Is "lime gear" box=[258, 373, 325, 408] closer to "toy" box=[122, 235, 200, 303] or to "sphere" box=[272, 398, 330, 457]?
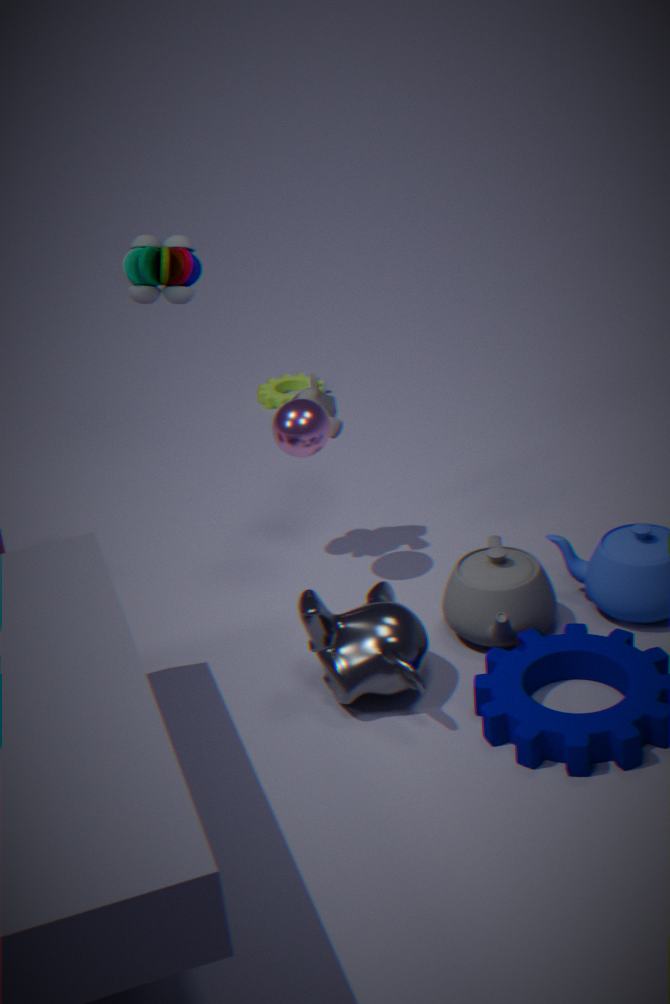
"sphere" box=[272, 398, 330, 457]
